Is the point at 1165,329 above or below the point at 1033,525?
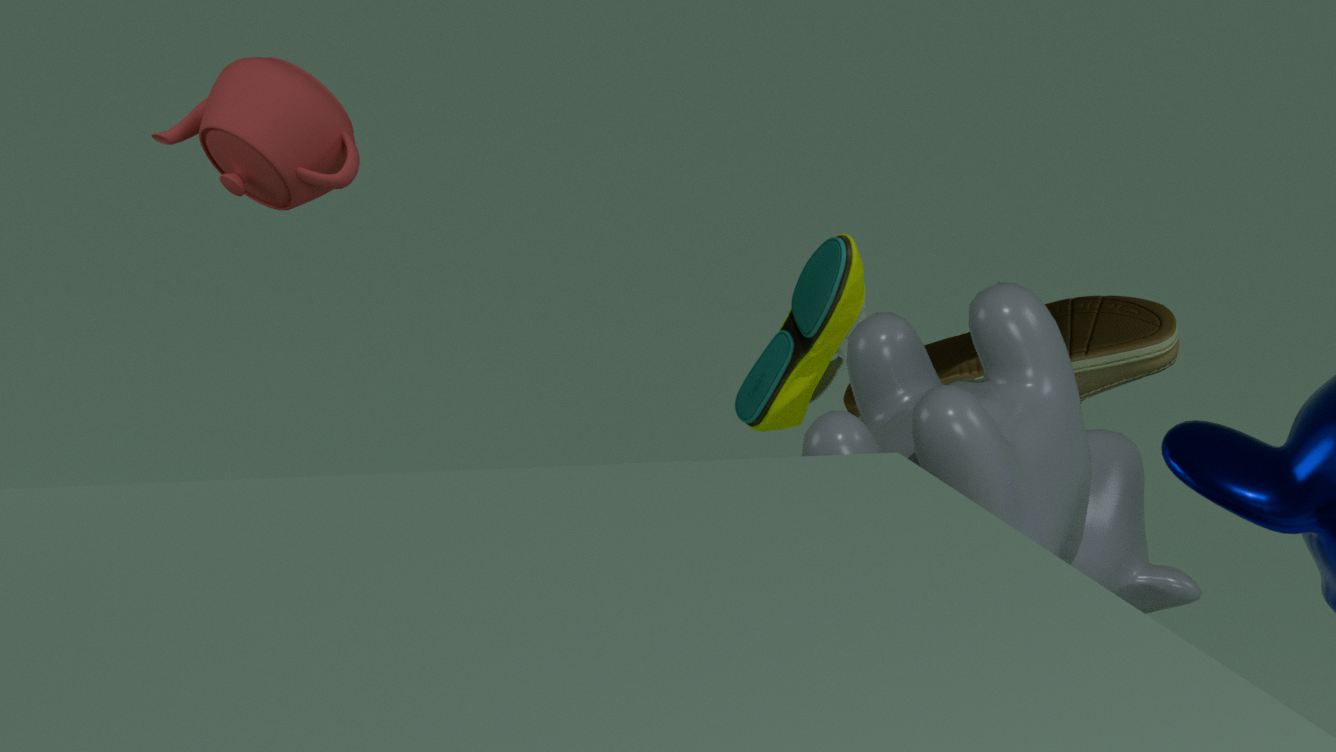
below
